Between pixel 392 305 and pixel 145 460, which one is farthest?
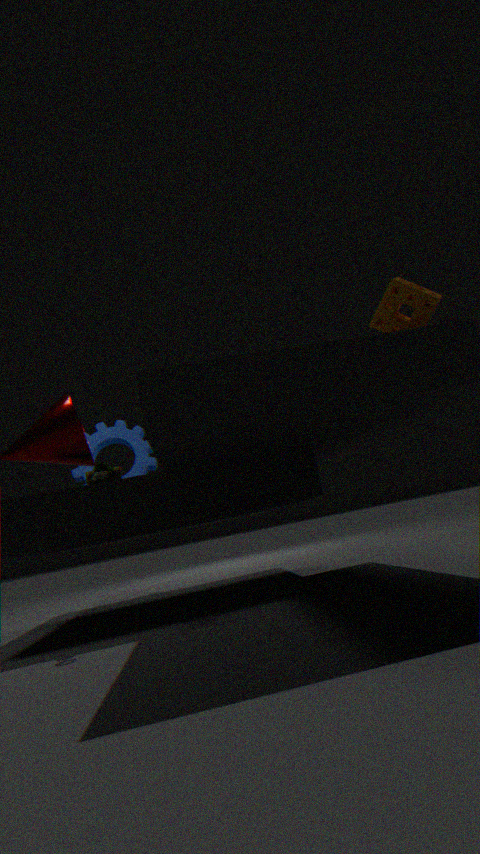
pixel 145 460
